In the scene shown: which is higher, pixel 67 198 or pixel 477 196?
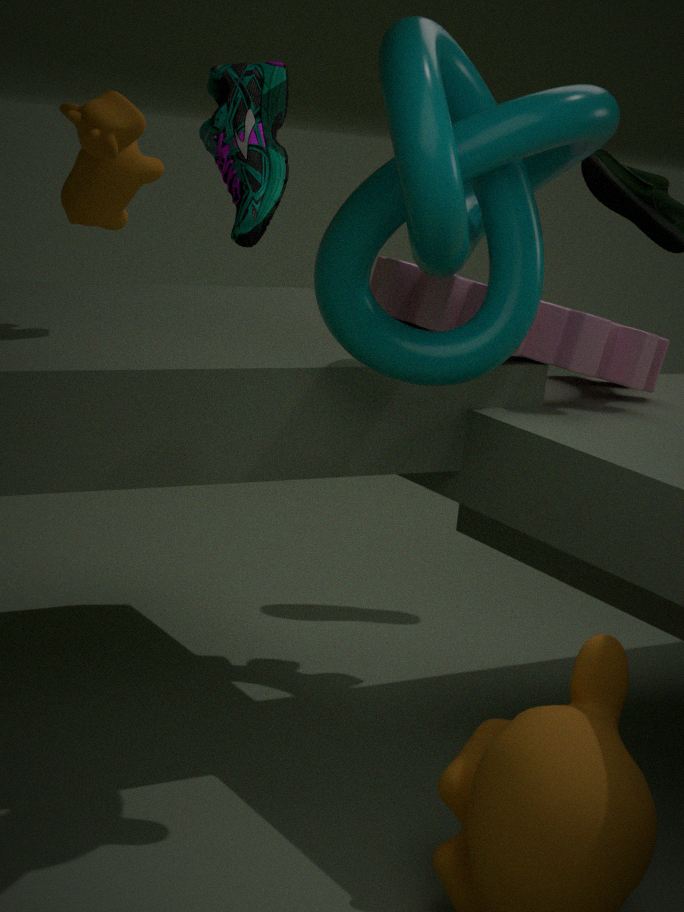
pixel 477 196
